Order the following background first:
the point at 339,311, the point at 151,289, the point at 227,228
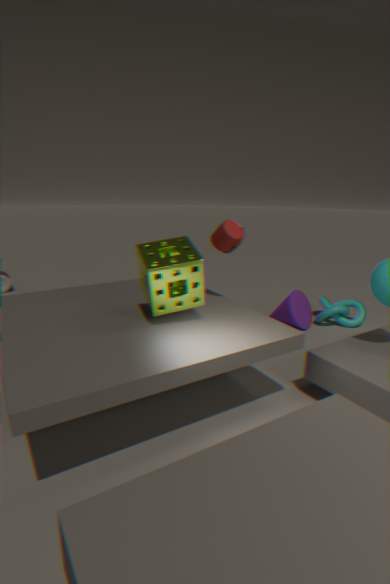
the point at 339,311 → the point at 227,228 → the point at 151,289
